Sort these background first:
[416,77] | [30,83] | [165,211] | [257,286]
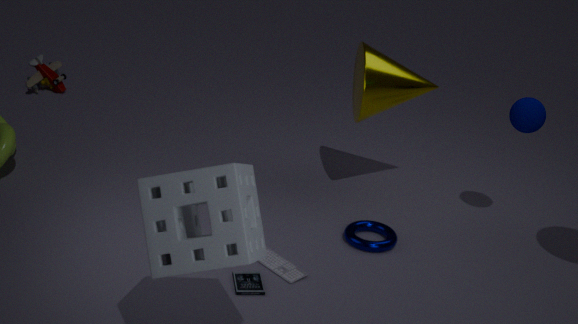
[30,83] < [416,77] < [257,286] < [165,211]
